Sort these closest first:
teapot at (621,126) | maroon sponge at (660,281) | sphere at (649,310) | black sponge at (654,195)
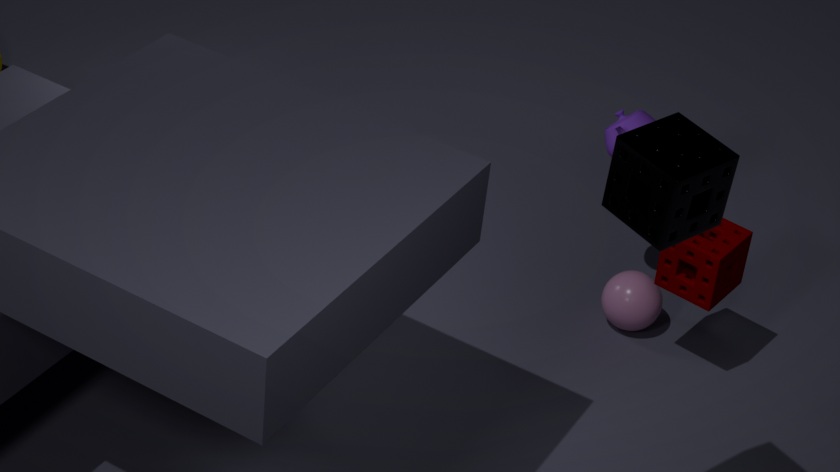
black sponge at (654,195) < maroon sponge at (660,281) < teapot at (621,126) < sphere at (649,310)
